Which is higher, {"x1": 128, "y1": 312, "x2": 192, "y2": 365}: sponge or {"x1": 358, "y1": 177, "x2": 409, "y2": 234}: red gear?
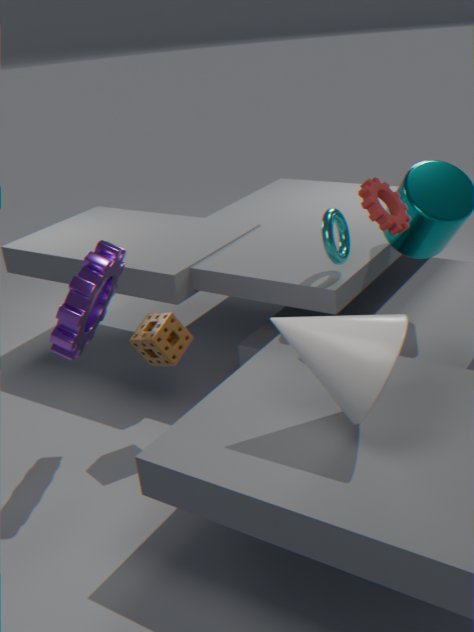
{"x1": 358, "y1": 177, "x2": 409, "y2": 234}: red gear
